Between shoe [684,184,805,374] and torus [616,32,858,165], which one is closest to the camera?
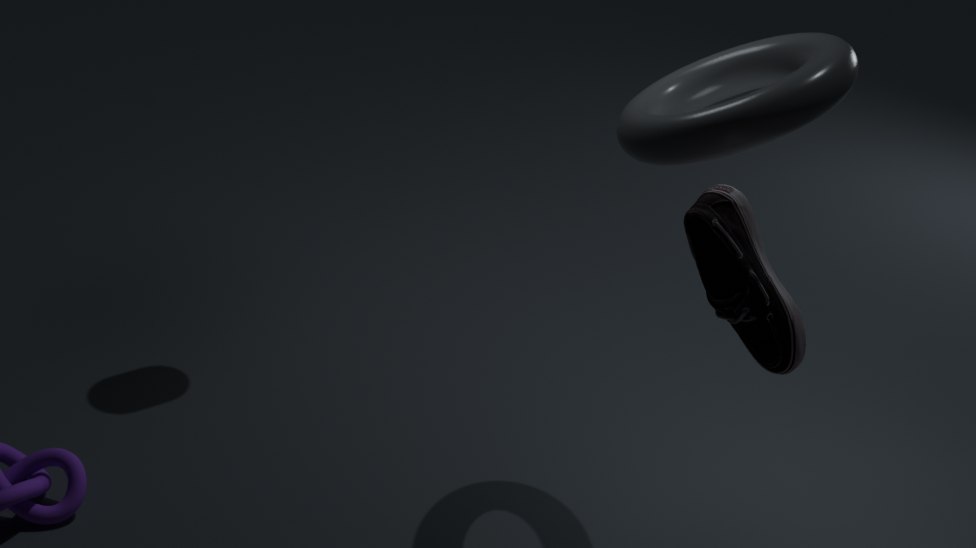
shoe [684,184,805,374]
